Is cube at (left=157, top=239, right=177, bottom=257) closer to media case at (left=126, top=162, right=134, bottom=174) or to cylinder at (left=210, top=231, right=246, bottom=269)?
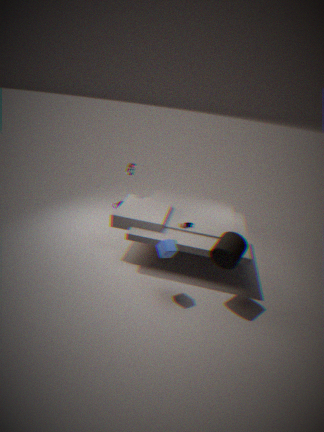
cylinder at (left=210, top=231, right=246, bottom=269)
